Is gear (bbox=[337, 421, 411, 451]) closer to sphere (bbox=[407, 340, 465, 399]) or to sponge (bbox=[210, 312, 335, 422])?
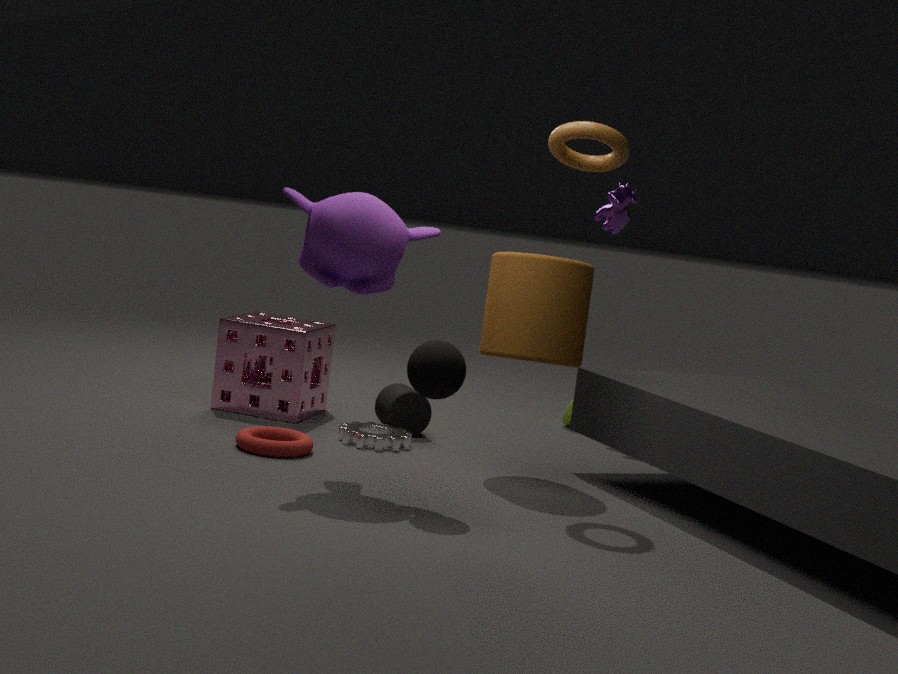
sponge (bbox=[210, 312, 335, 422])
